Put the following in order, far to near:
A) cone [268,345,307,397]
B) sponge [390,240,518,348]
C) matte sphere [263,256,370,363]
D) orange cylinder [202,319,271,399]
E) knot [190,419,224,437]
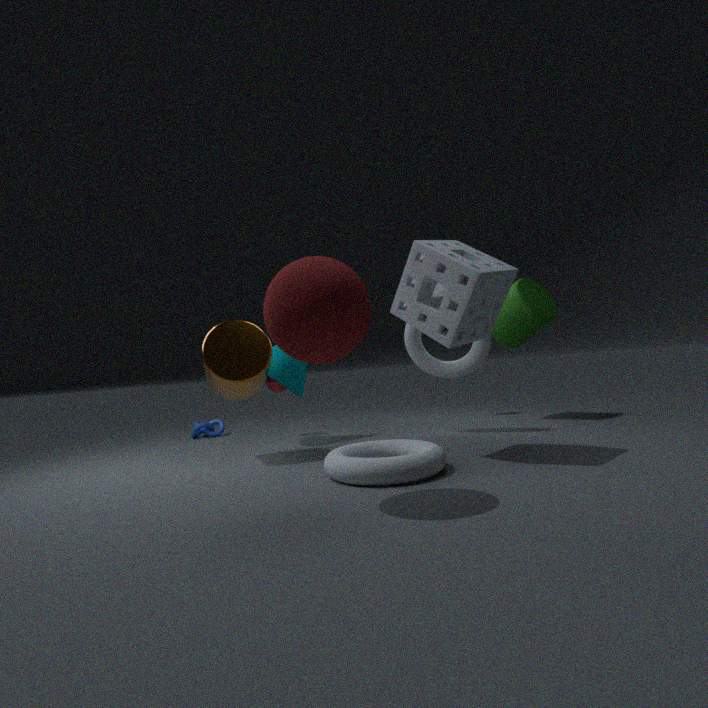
1. knot [190,419,224,437]
2. cone [268,345,307,397]
3. orange cylinder [202,319,271,399]
4. sponge [390,240,518,348]
5. matte sphere [263,256,370,363]
